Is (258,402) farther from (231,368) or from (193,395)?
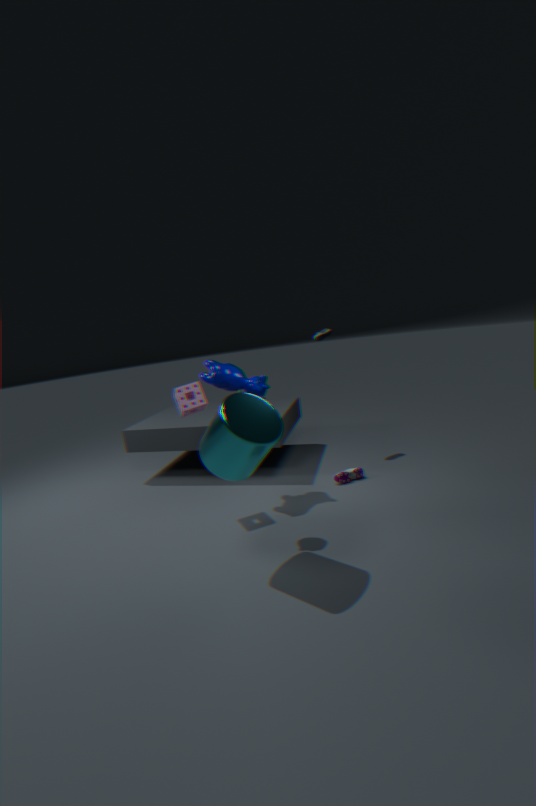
(231,368)
